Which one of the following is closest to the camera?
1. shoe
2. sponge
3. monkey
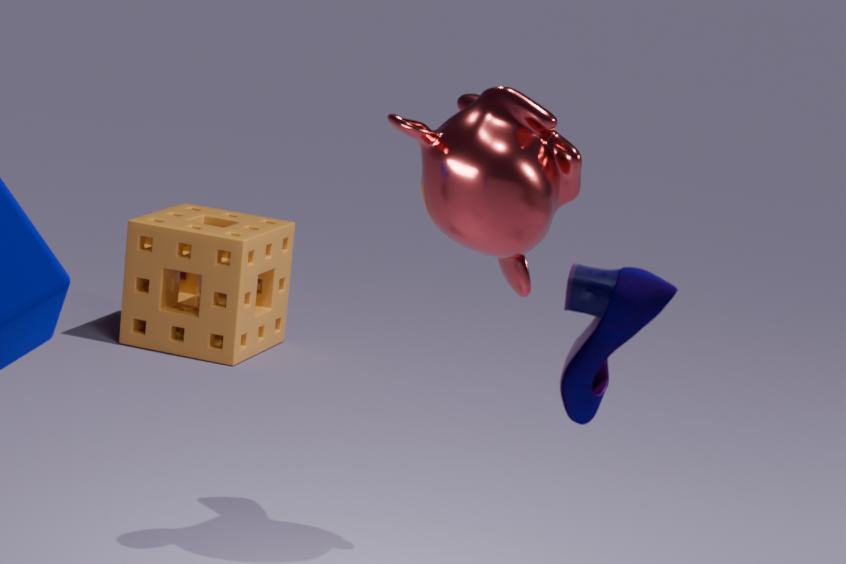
shoe
